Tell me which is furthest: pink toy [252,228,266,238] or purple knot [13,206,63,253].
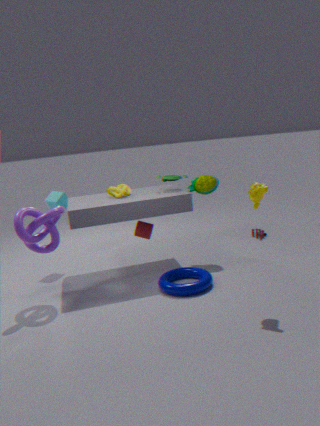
pink toy [252,228,266,238]
